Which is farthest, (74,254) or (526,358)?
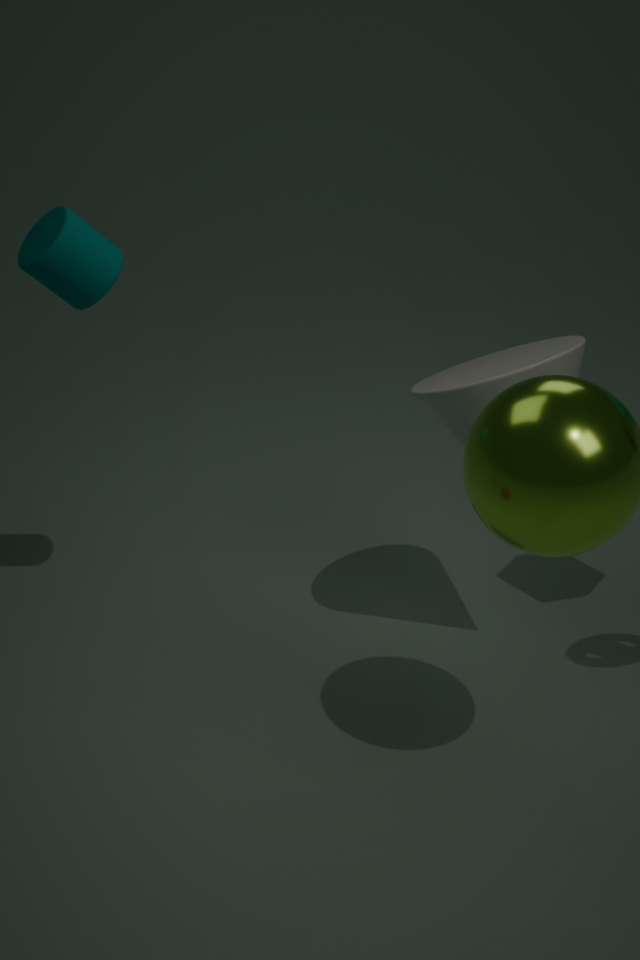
(526,358)
